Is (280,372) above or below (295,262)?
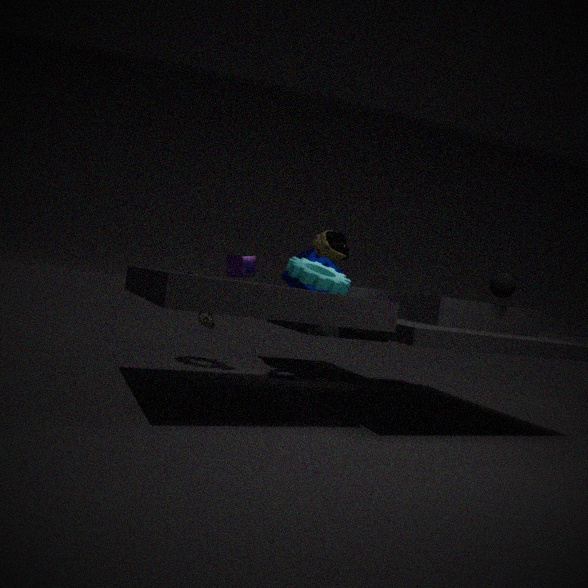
below
